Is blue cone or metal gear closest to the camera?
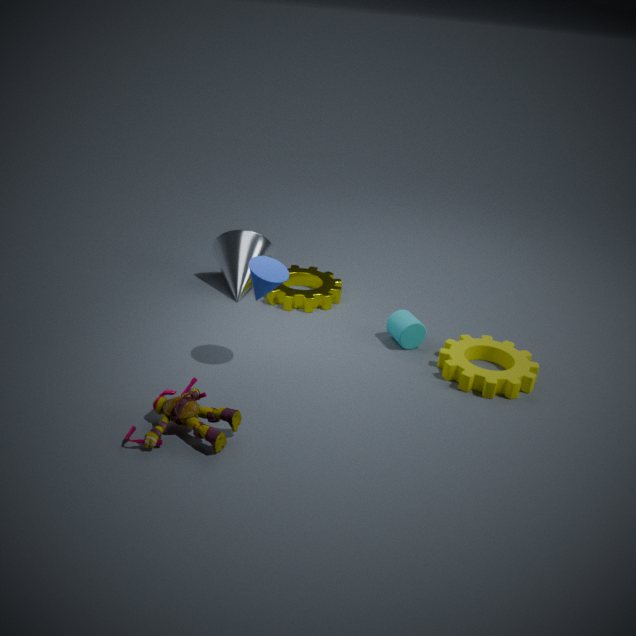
blue cone
